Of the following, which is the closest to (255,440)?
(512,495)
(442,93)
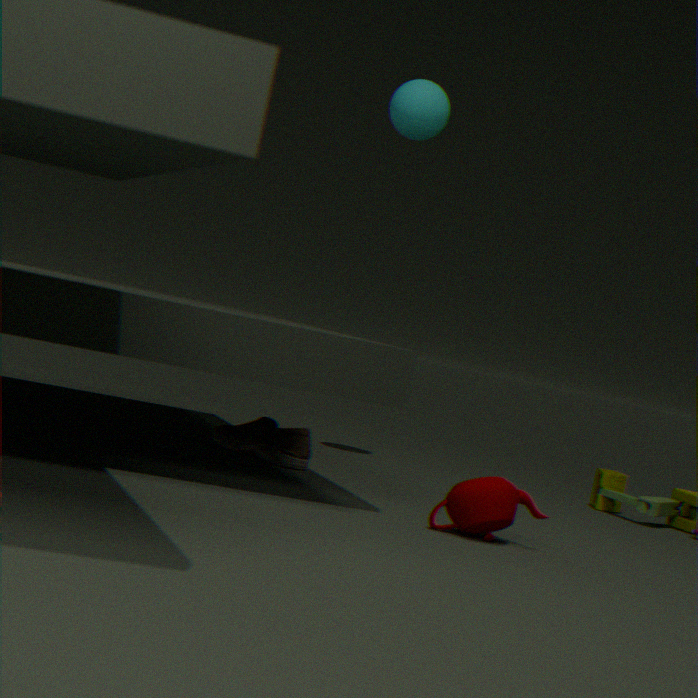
(512,495)
